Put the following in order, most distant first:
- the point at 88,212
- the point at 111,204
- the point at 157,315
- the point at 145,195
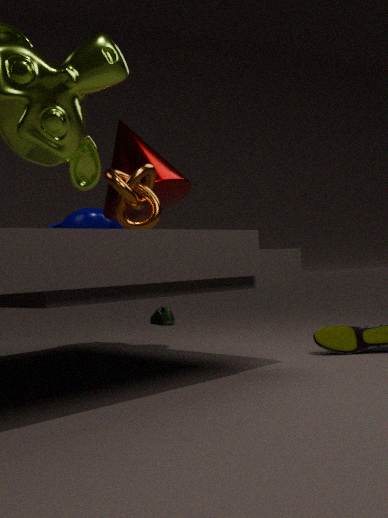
the point at 157,315 → the point at 88,212 → the point at 111,204 → the point at 145,195
